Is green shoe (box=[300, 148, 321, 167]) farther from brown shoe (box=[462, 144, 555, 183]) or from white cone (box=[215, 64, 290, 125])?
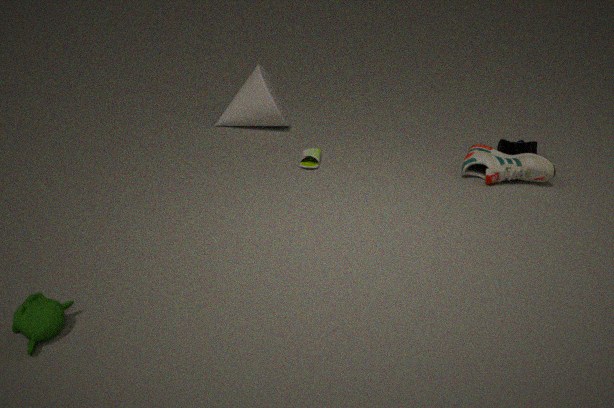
brown shoe (box=[462, 144, 555, 183])
